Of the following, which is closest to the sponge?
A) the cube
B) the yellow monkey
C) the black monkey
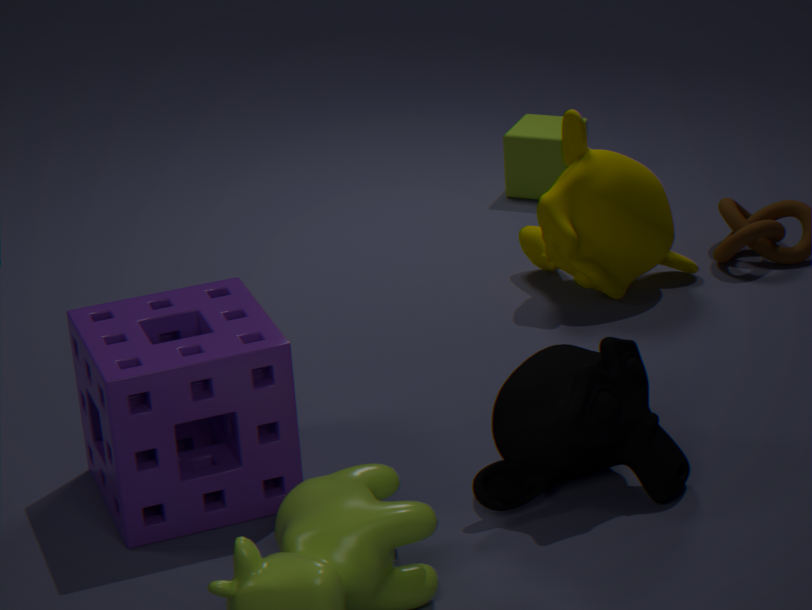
the black monkey
